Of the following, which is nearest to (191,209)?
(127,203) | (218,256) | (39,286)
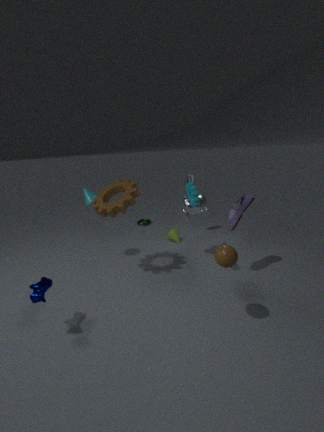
(127,203)
